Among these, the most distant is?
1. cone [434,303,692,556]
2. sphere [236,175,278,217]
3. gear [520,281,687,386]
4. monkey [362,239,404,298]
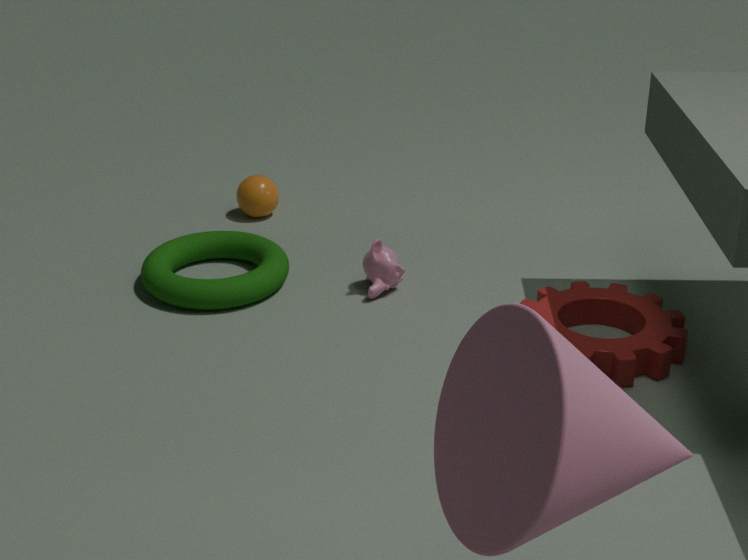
sphere [236,175,278,217]
